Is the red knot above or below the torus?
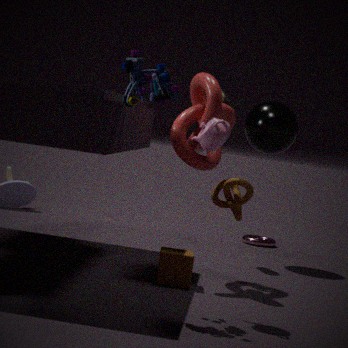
above
